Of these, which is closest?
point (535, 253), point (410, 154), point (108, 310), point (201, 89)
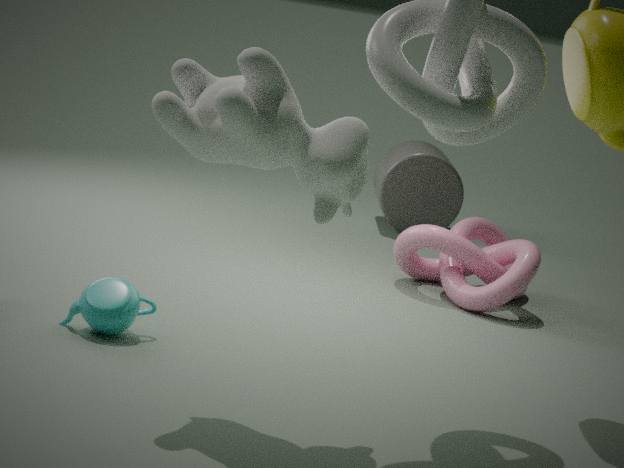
point (201, 89)
